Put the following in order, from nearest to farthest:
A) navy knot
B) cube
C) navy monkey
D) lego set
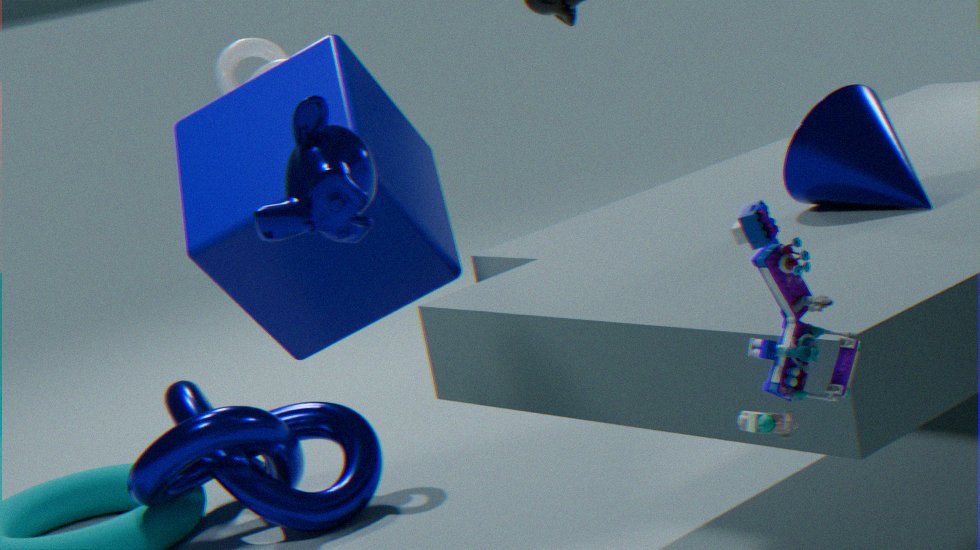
lego set → navy monkey → cube → navy knot
